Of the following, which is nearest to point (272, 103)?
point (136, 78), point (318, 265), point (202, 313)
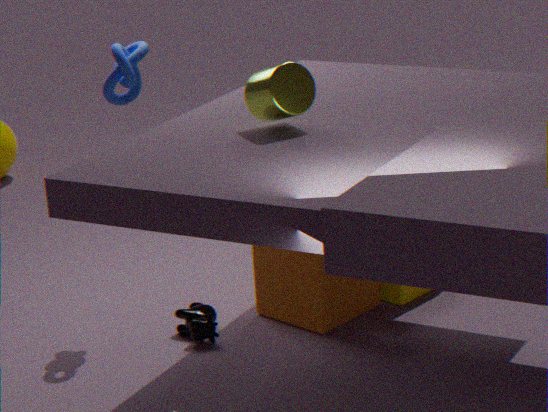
point (136, 78)
